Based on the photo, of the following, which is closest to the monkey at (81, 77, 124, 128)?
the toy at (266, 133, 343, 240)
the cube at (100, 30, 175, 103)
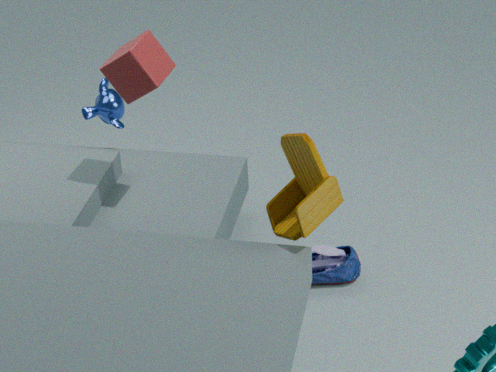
the cube at (100, 30, 175, 103)
